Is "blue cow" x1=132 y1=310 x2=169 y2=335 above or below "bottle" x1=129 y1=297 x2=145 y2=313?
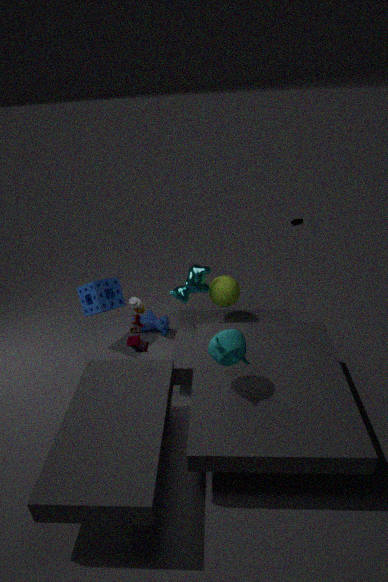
below
